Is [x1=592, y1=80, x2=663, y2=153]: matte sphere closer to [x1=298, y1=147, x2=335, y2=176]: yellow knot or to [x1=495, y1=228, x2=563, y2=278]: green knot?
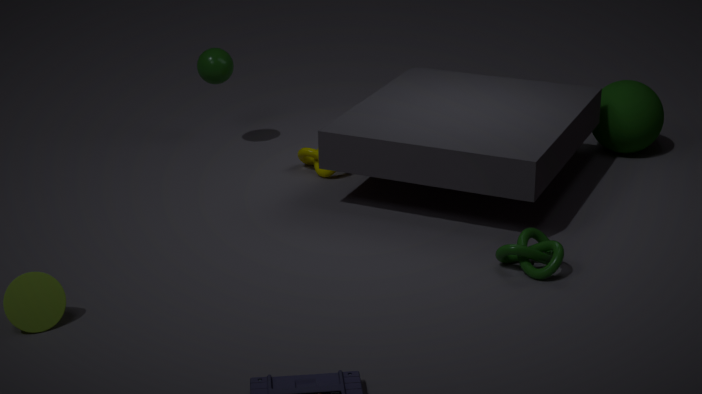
[x1=495, y1=228, x2=563, y2=278]: green knot
